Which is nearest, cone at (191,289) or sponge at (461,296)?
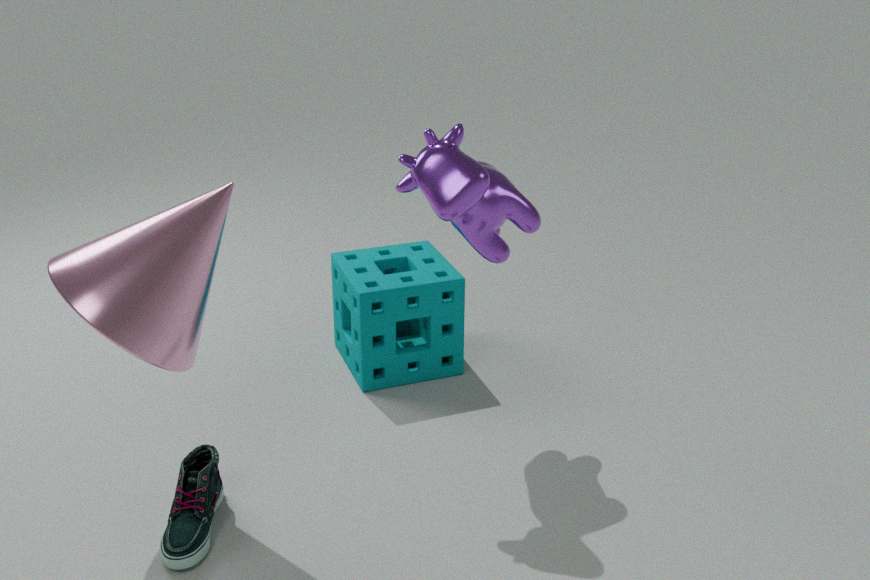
cone at (191,289)
